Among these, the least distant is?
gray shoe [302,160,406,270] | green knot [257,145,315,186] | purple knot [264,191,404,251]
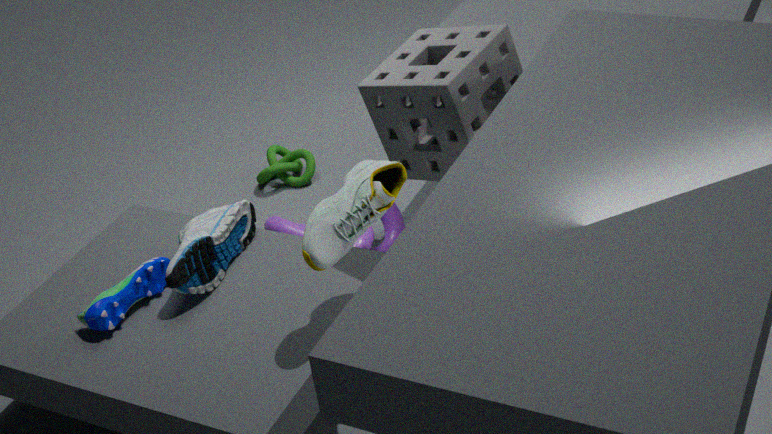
gray shoe [302,160,406,270]
